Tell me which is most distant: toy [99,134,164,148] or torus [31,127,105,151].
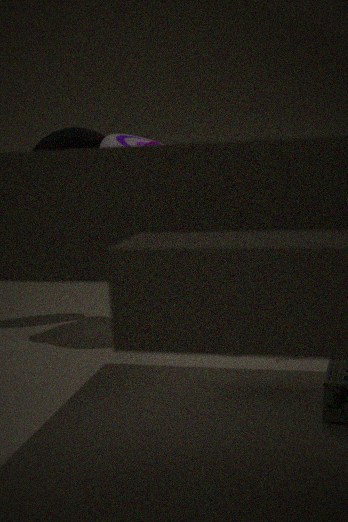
torus [31,127,105,151]
